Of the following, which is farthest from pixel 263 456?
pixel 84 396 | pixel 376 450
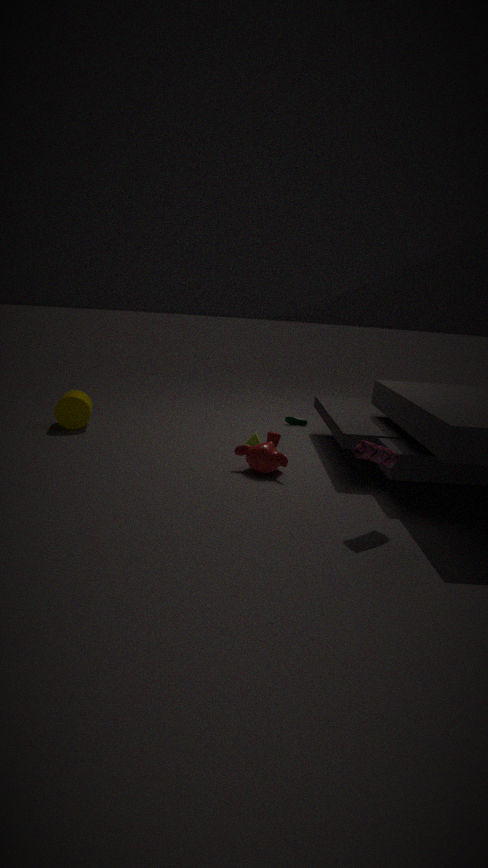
pixel 84 396
